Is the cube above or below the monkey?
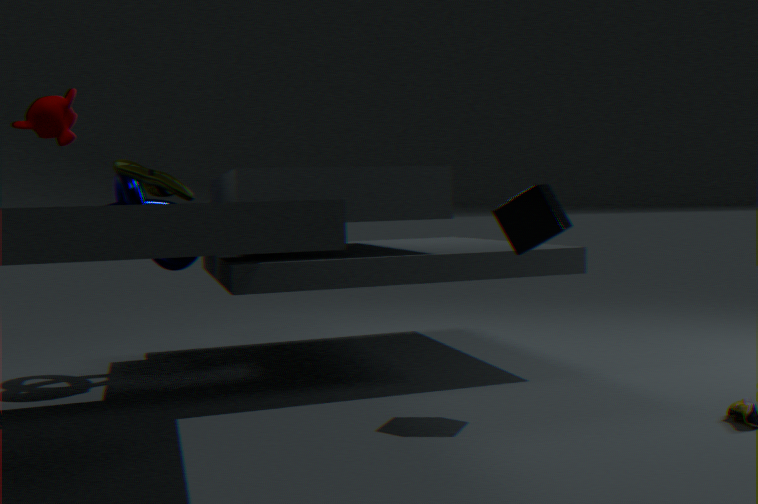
below
